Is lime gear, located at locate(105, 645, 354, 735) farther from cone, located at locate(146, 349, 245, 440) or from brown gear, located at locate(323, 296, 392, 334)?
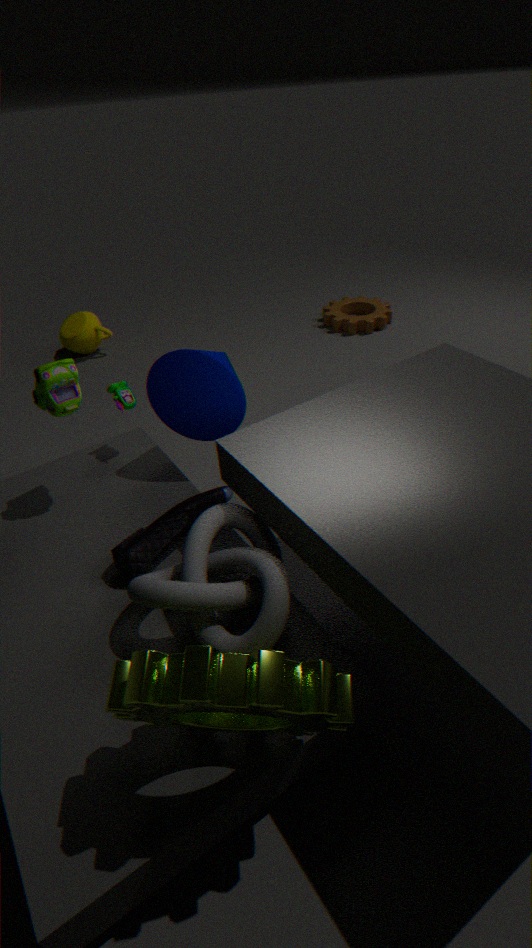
brown gear, located at locate(323, 296, 392, 334)
